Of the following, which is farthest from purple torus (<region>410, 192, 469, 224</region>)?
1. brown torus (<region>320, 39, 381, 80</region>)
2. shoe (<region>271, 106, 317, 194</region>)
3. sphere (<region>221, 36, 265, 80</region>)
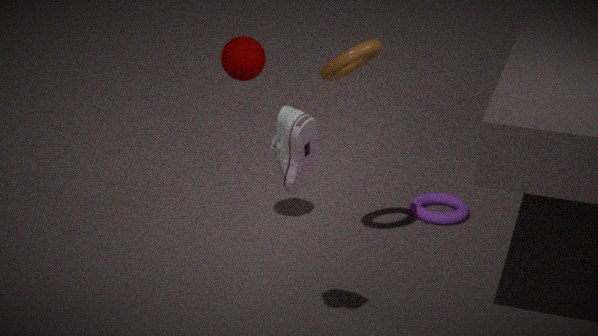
shoe (<region>271, 106, 317, 194</region>)
